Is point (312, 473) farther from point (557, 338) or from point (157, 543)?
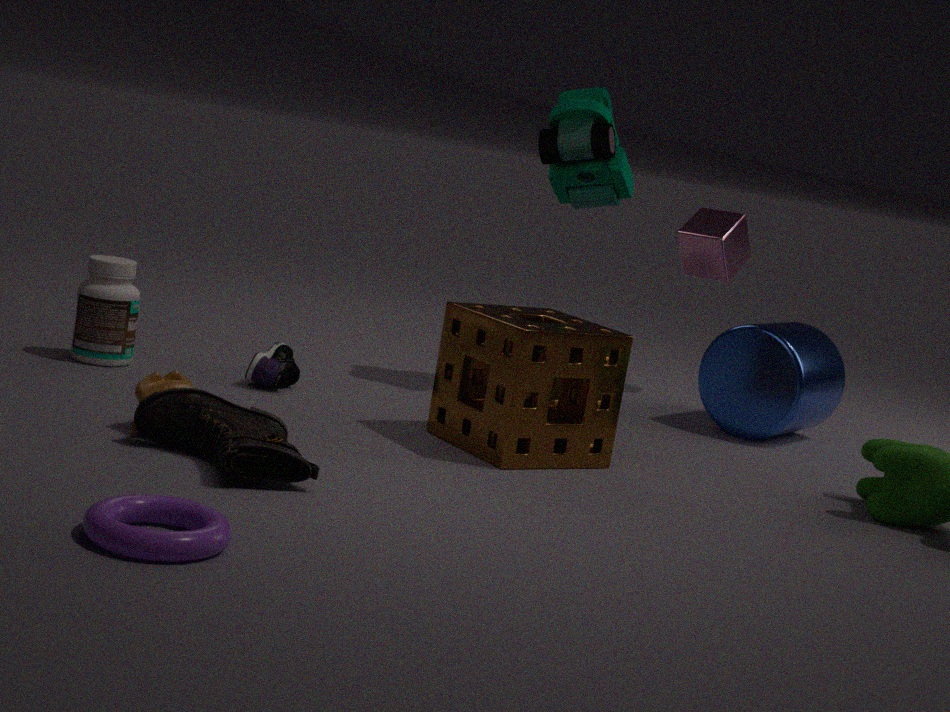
point (557, 338)
